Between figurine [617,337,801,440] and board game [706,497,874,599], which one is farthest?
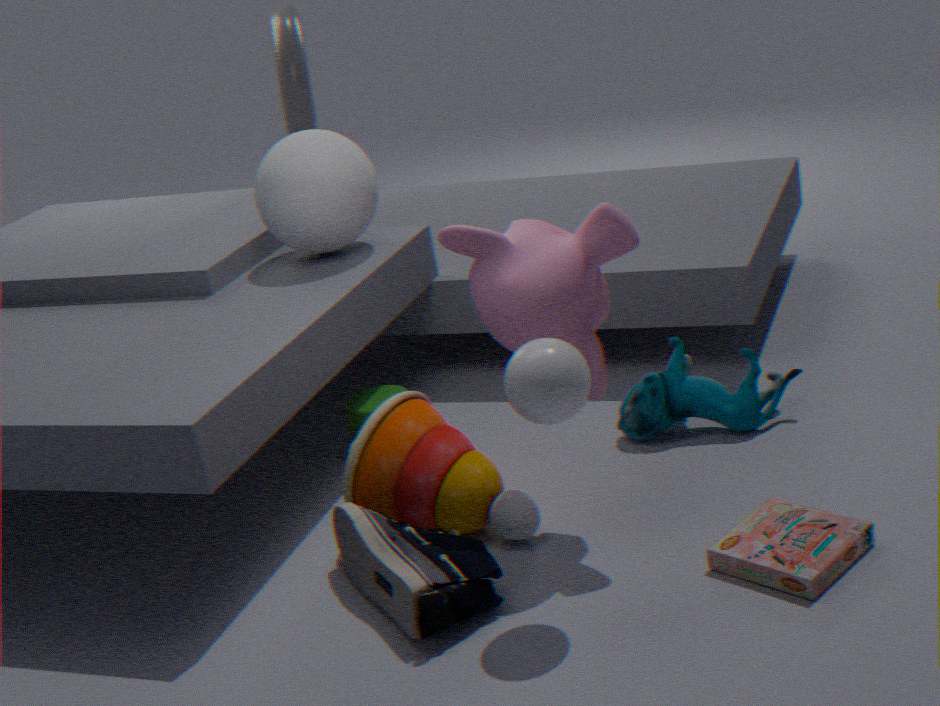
figurine [617,337,801,440]
